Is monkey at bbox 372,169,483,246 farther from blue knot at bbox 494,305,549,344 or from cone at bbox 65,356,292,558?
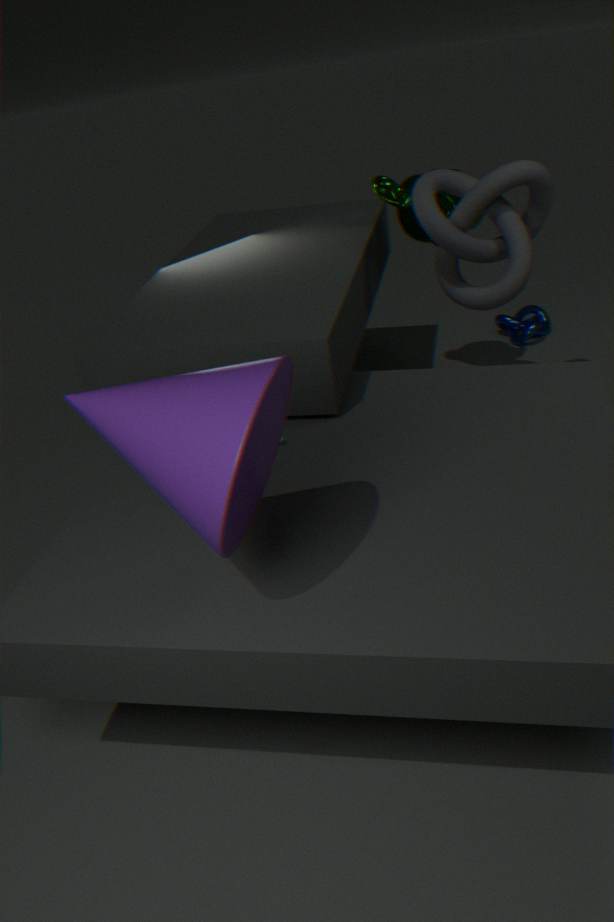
cone at bbox 65,356,292,558
